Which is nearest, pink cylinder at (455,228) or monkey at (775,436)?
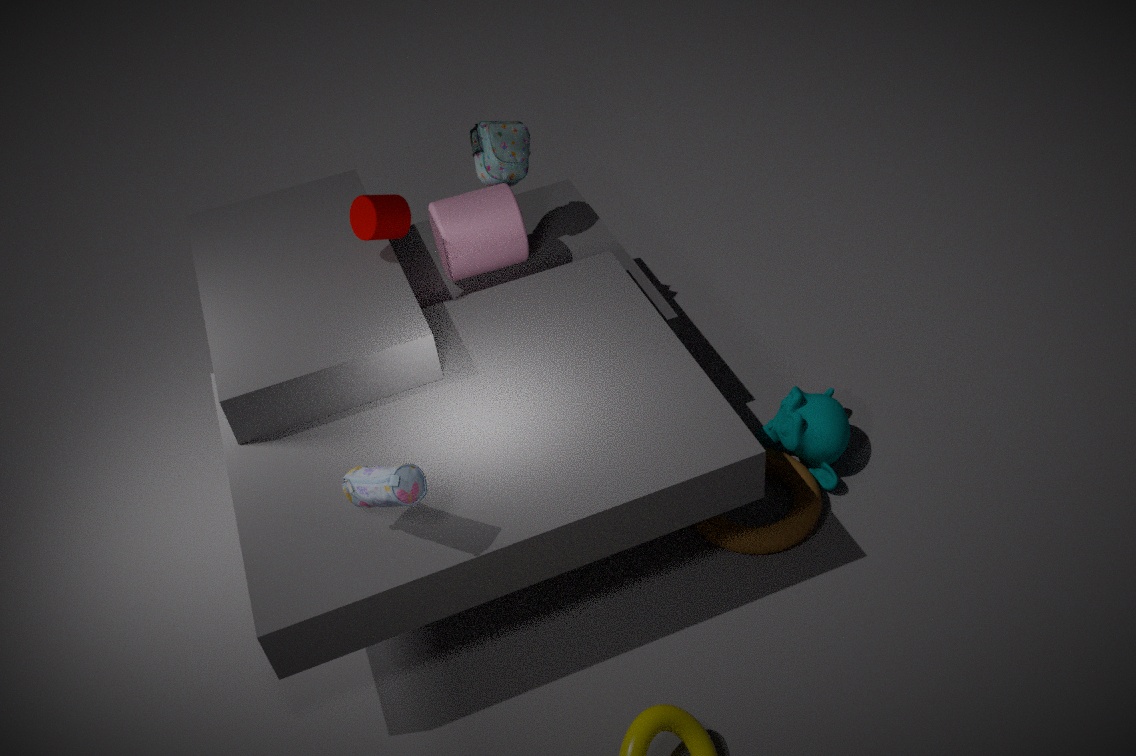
monkey at (775,436)
